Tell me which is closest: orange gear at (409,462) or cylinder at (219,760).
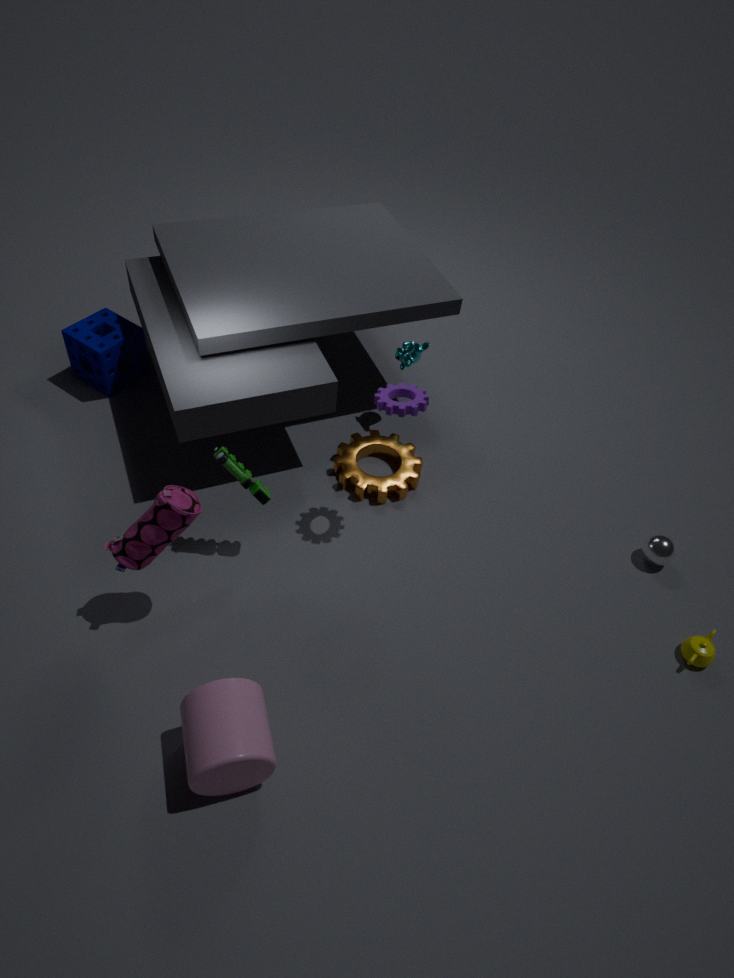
cylinder at (219,760)
